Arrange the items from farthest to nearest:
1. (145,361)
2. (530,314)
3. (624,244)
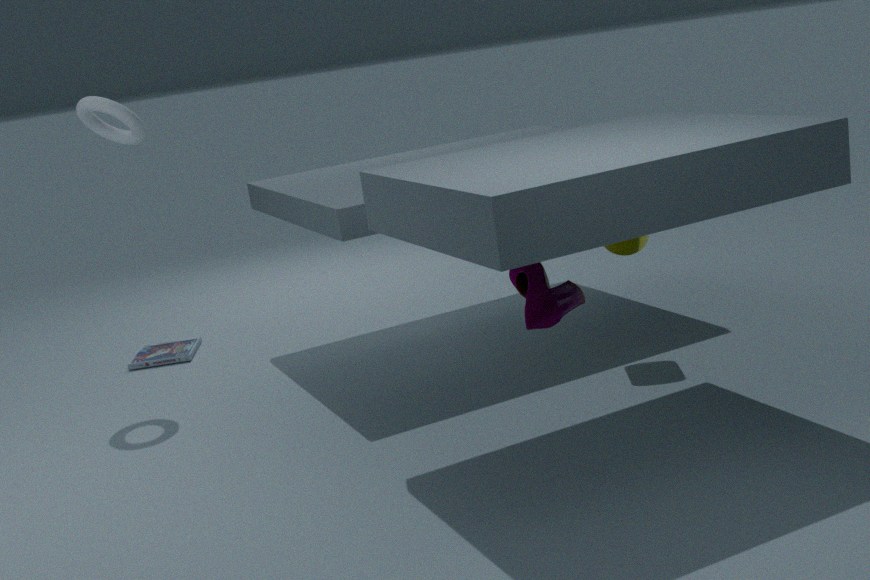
(145,361)
(624,244)
(530,314)
